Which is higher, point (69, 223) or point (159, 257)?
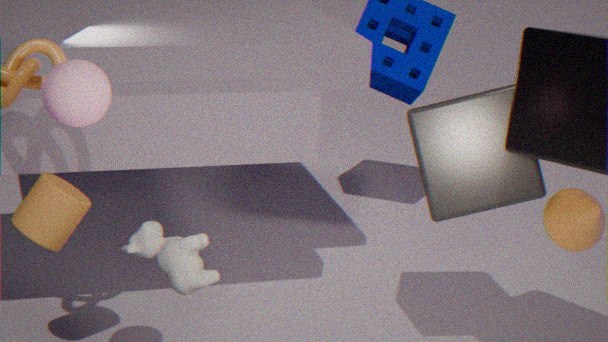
point (159, 257)
